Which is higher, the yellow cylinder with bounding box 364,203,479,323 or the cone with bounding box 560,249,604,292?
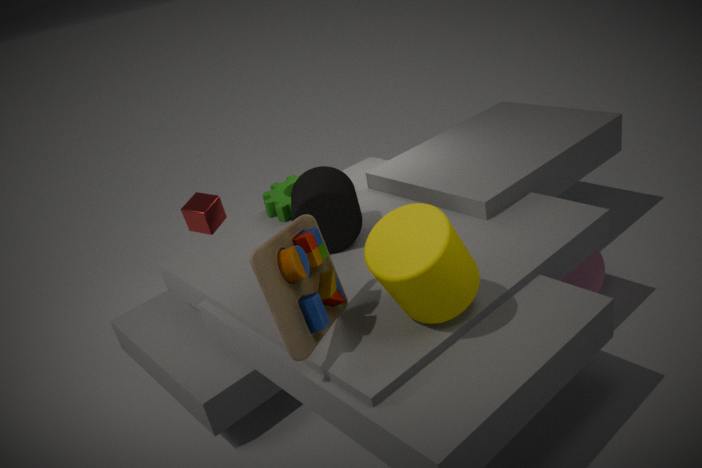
the yellow cylinder with bounding box 364,203,479,323
